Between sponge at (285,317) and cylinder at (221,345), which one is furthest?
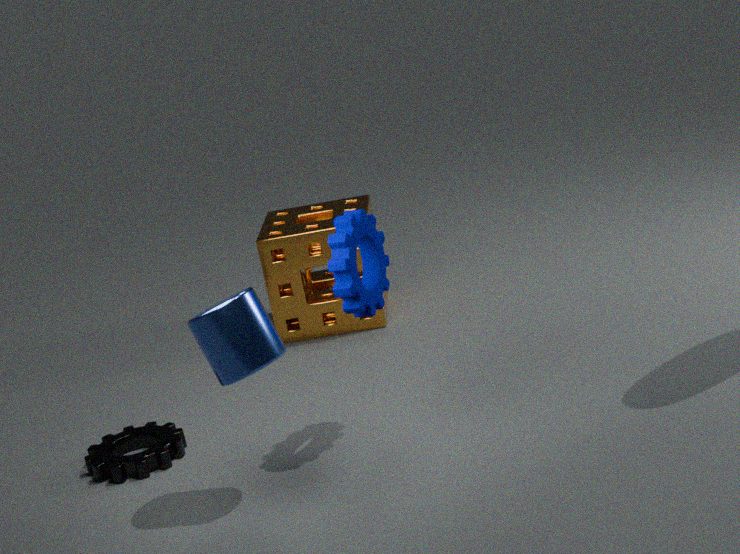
sponge at (285,317)
